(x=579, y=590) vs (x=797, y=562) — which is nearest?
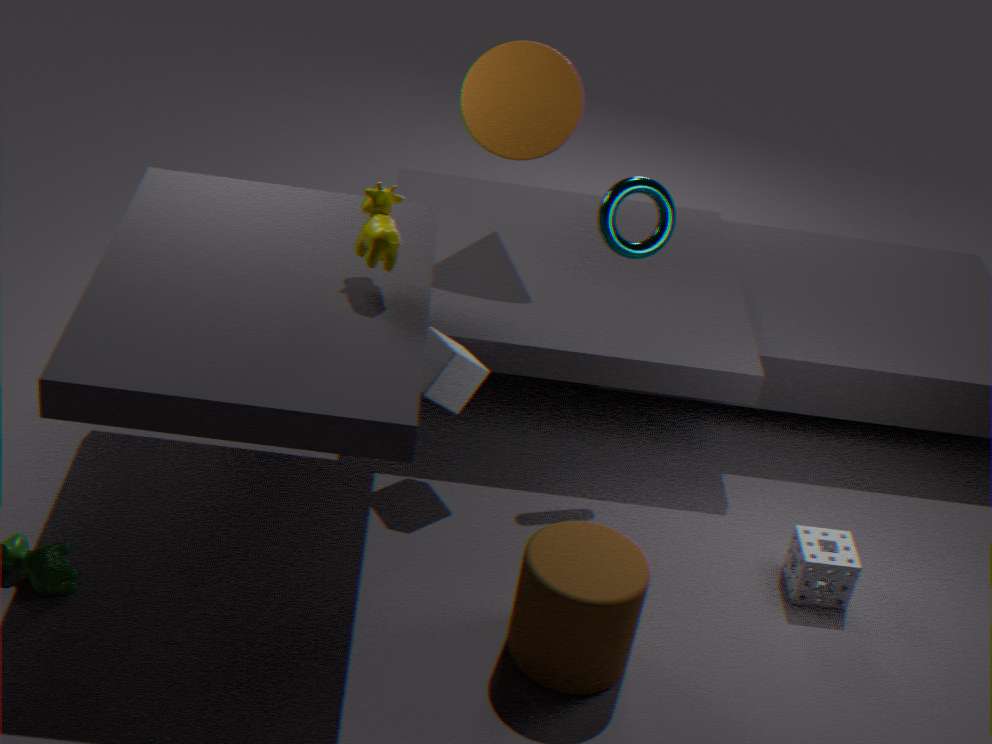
(x=579, y=590)
